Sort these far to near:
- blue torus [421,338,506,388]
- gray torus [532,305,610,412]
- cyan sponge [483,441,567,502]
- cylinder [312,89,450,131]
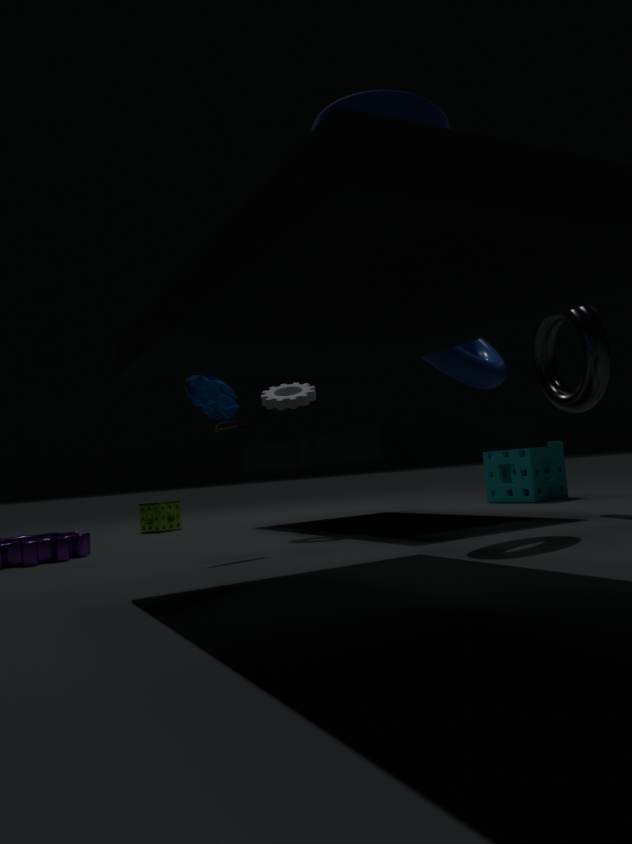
cyan sponge [483,441,567,502], gray torus [532,305,610,412], blue torus [421,338,506,388], cylinder [312,89,450,131]
